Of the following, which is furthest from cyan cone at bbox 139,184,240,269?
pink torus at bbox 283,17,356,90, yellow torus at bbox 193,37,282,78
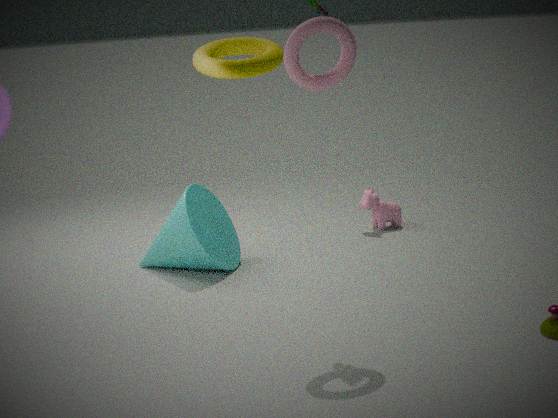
yellow torus at bbox 193,37,282,78
